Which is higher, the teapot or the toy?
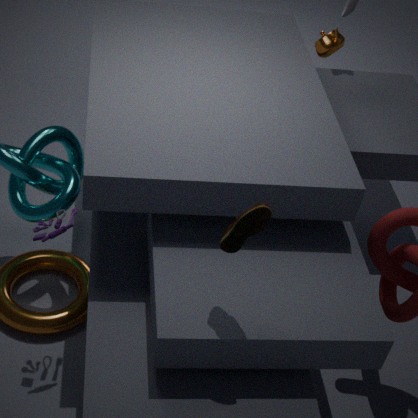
the teapot
